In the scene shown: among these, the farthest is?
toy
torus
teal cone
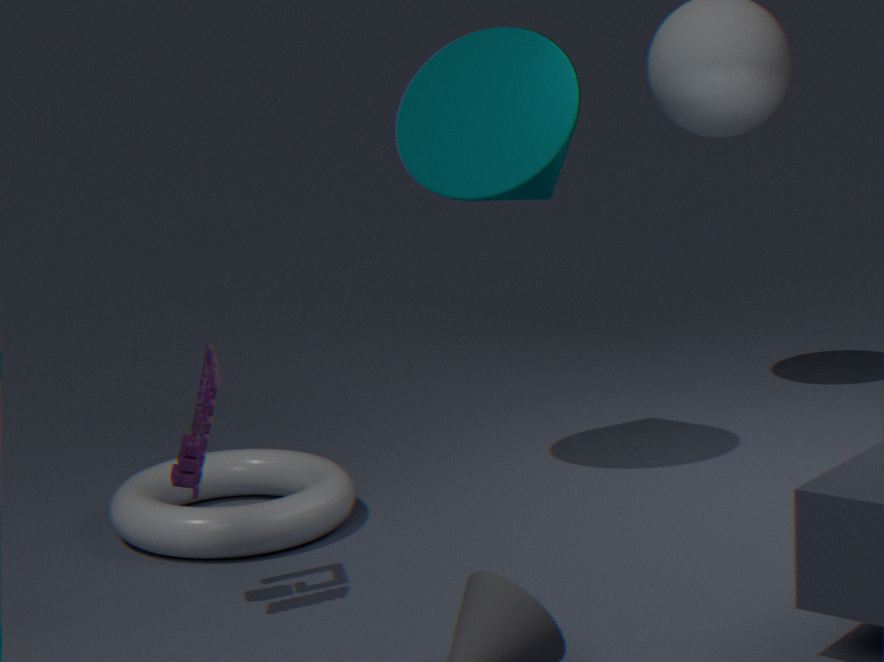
teal cone
